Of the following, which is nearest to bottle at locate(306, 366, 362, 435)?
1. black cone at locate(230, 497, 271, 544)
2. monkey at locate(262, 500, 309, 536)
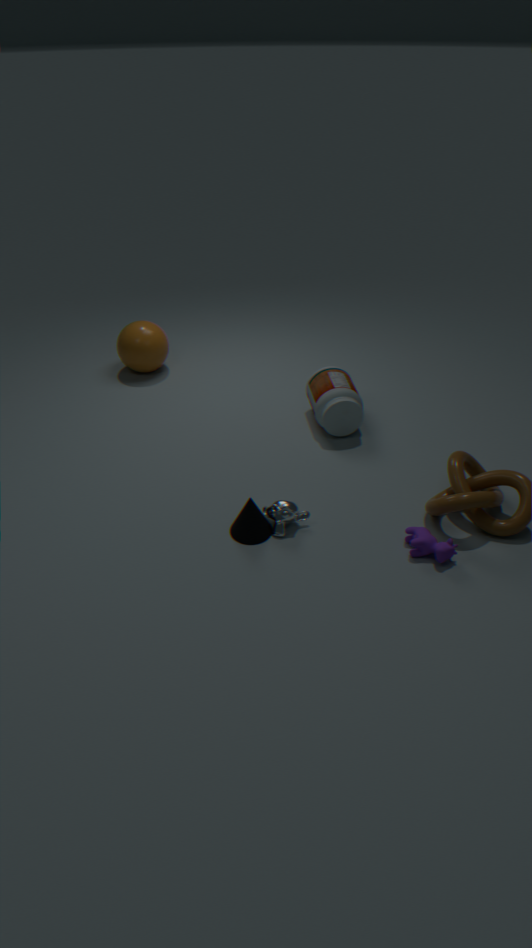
monkey at locate(262, 500, 309, 536)
